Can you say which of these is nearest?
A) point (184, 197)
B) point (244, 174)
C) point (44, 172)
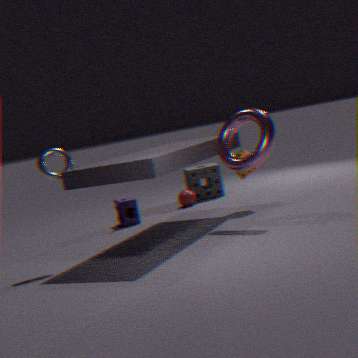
point (44, 172)
